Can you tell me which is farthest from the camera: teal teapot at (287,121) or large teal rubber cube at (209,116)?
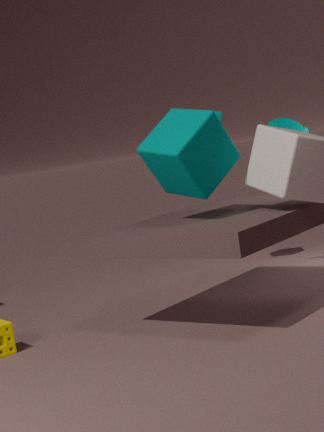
teal teapot at (287,121)
